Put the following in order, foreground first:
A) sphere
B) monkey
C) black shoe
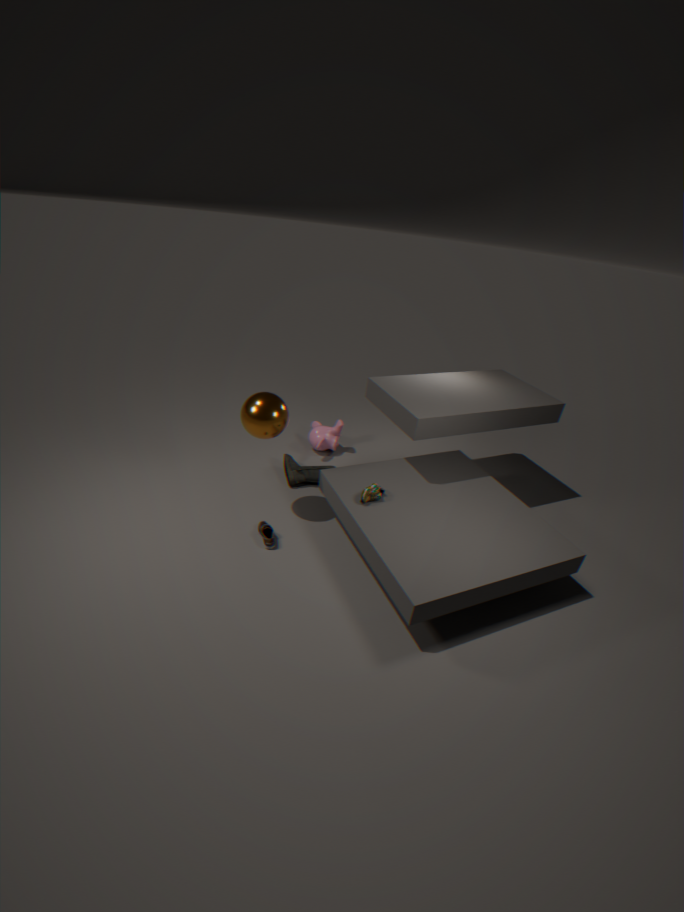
sphere → black shoe → monkey
